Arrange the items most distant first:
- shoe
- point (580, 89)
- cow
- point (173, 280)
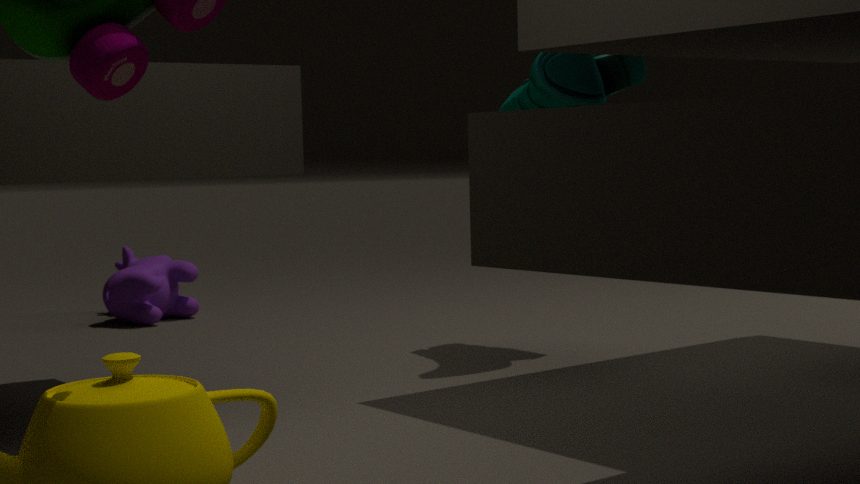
point (173, 280) < point (580, 89) < cow < shoe
